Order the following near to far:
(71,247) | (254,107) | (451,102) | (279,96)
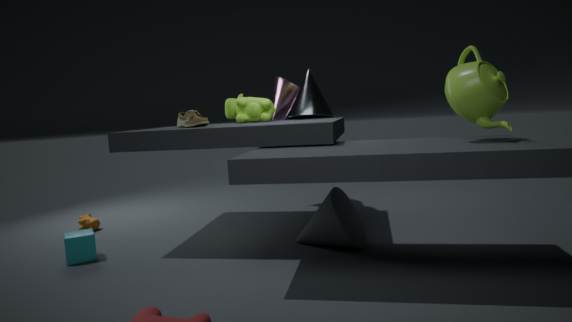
(451,102)
(71,247)
(254,107)
(279,96)
